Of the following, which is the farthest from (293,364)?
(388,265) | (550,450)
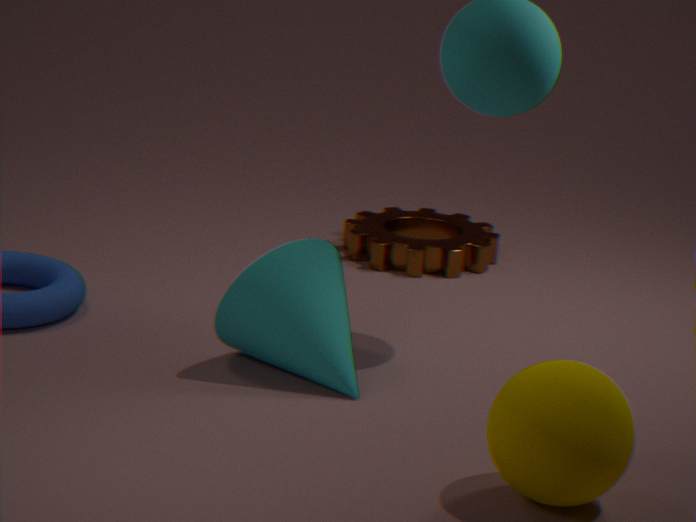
(388,265)
